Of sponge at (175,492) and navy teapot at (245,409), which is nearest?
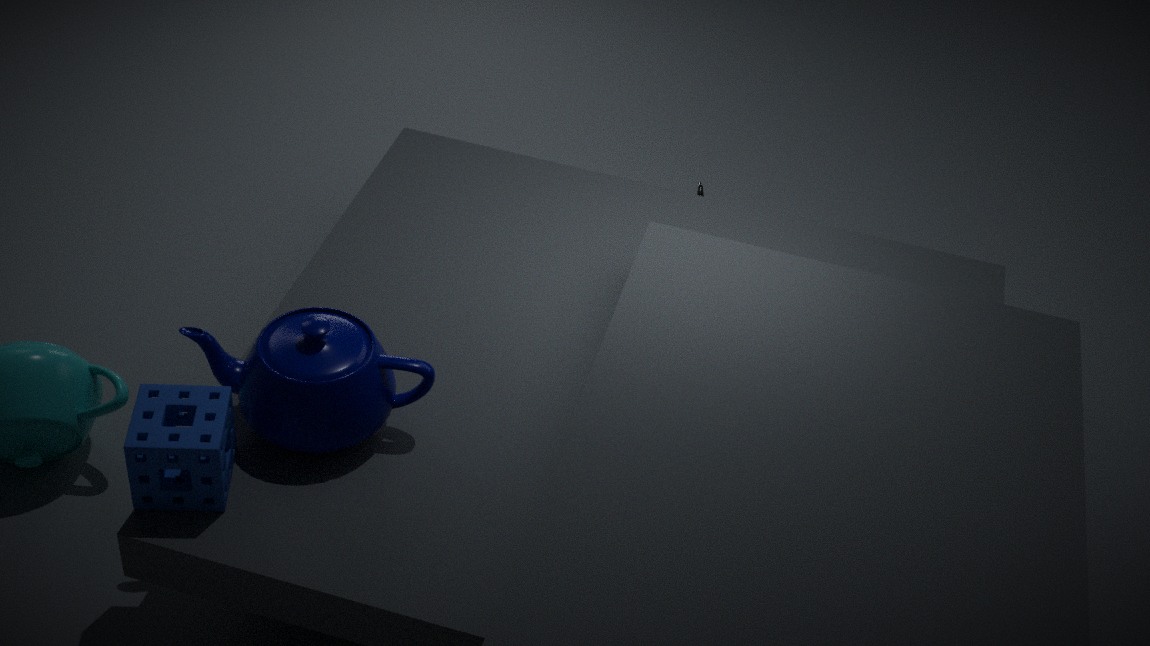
sponge at (175,492)
